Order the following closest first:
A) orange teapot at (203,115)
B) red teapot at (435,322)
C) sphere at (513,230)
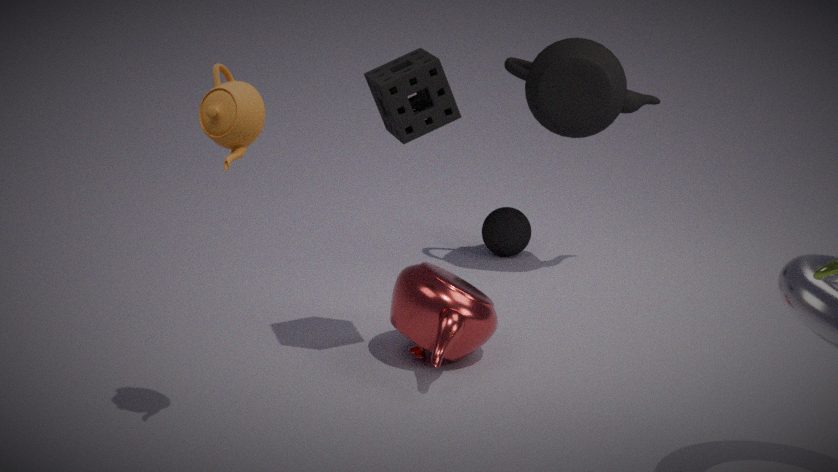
1. orange teapot at (203,115)
2. red teapot at (435,322)
3. sphere at (513,230)
